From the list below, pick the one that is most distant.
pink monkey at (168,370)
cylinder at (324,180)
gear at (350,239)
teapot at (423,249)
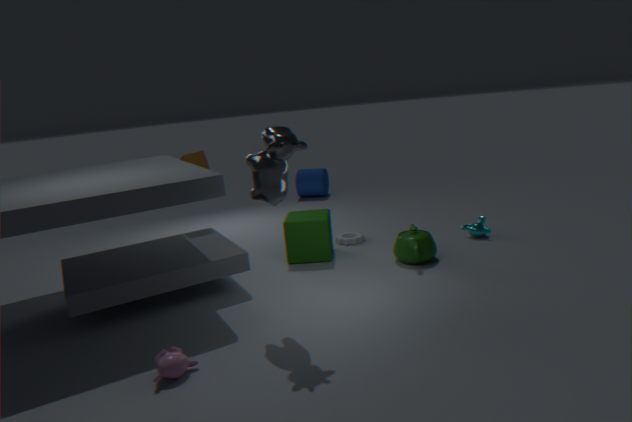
cylinder at (324,180)
